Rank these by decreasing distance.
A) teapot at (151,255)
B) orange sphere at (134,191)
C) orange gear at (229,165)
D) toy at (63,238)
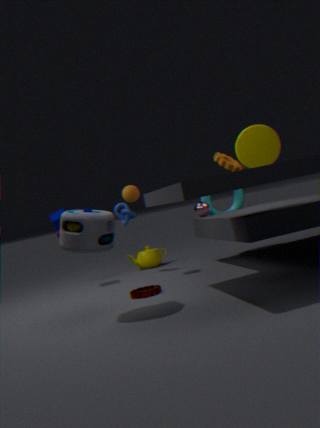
1. teapot at (151,255)
2. orange sphere at (134,191)
3. orange gear at (229,165)
4. toy at (63,238)
